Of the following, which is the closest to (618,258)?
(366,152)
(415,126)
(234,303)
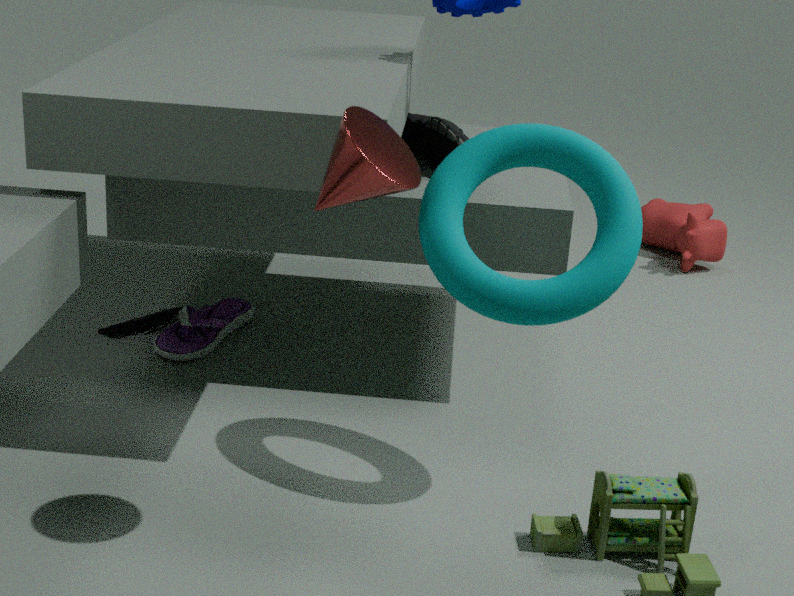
(366,152)
